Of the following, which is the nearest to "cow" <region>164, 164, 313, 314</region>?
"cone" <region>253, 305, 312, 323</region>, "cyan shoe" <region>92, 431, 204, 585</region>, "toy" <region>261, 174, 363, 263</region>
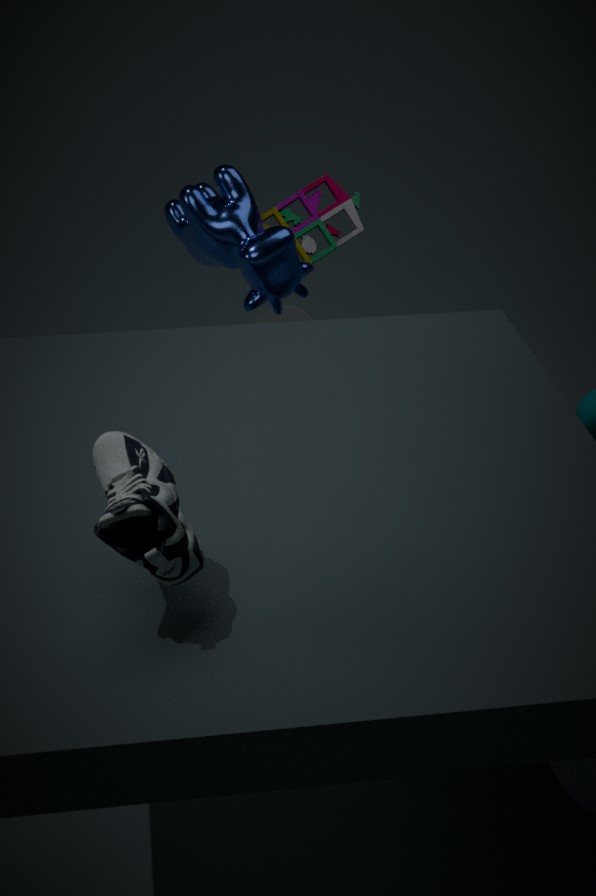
"toy" <region>261, 174, 363, 263</region>
